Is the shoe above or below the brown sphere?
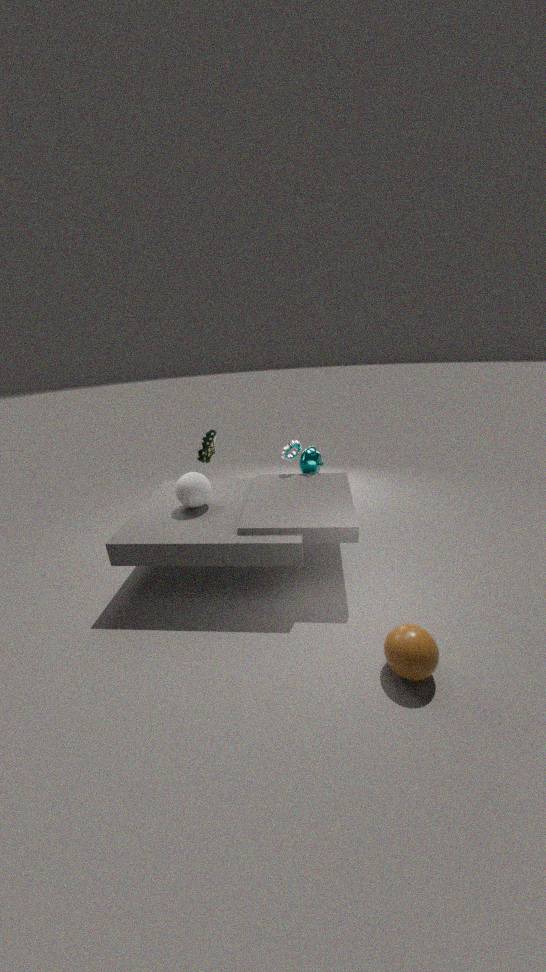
above
